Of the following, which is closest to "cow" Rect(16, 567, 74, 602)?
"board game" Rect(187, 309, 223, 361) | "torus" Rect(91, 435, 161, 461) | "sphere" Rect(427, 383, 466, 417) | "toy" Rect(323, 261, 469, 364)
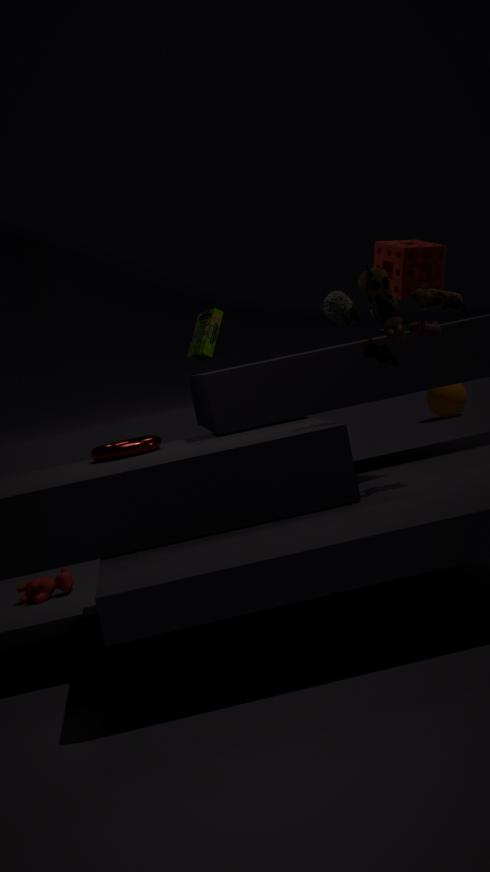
"torus" Rect(91, 435, 161, 461)
